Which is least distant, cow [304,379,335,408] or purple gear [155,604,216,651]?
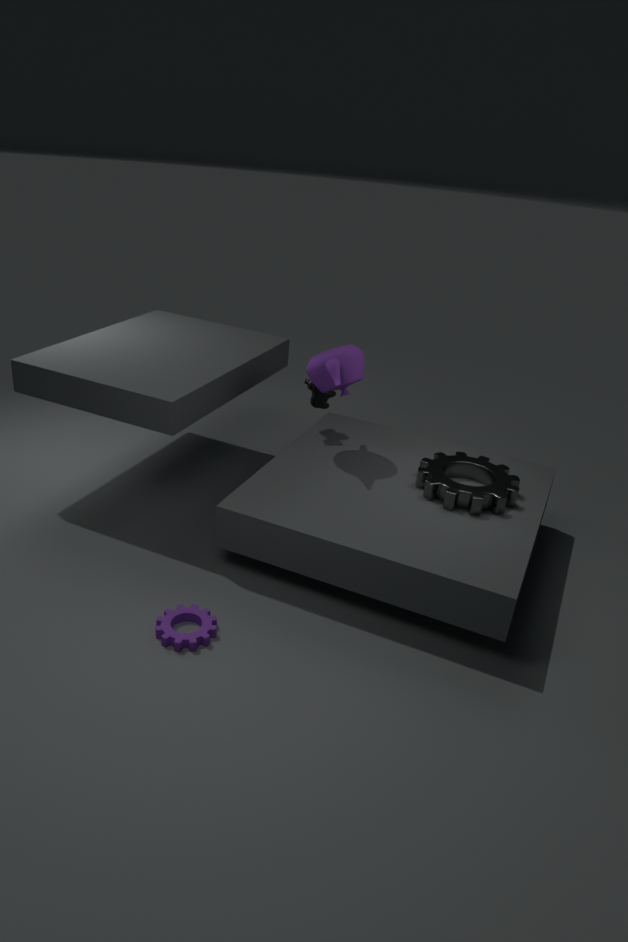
purple gear [155,604,216,651]
